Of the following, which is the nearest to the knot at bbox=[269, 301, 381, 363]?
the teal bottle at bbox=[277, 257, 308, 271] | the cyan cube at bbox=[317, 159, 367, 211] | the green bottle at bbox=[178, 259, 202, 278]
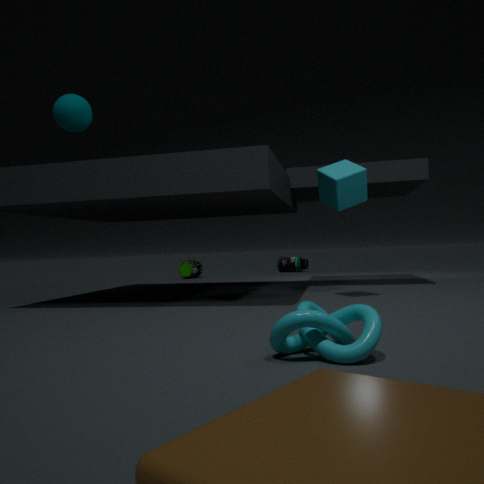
the cyan cube at bbox=[317, 159, 367, 211]
